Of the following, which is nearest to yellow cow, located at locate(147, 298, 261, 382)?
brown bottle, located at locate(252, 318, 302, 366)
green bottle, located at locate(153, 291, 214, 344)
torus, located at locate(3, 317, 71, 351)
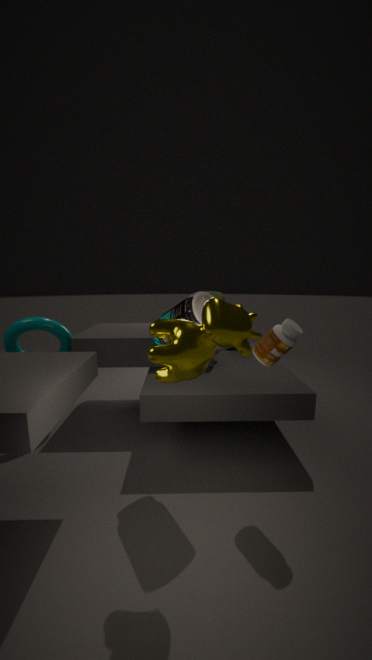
green bottle, located at locate(153, 291, 214, 344)
